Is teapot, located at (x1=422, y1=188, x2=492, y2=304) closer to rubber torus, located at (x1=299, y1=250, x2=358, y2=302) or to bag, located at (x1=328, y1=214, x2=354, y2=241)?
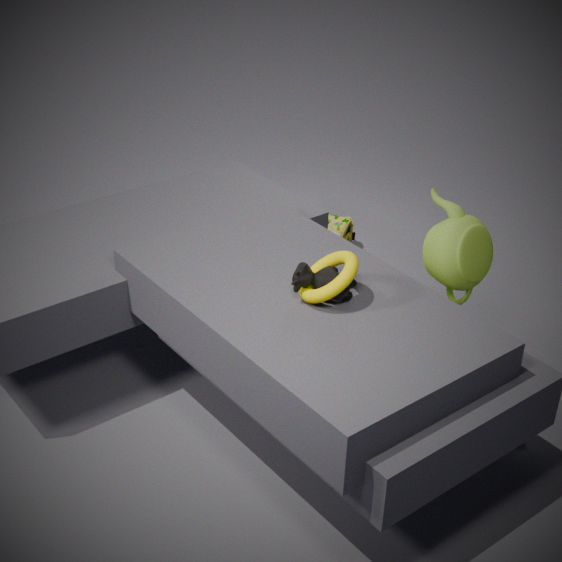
rubber torus, located at (x1=299, y1=250, x2=358, y2=302)
